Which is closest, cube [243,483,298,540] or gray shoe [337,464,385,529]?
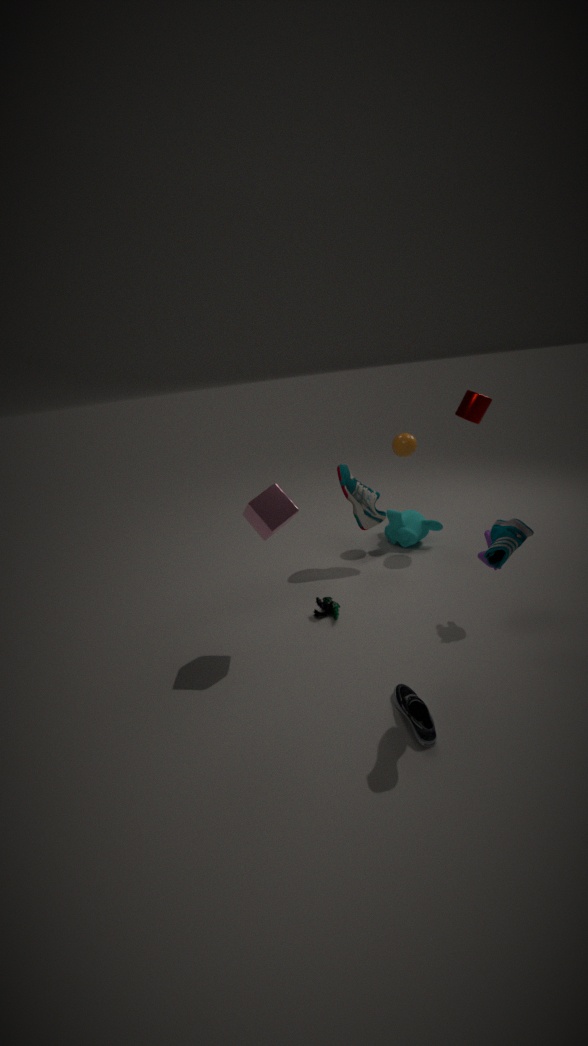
cube [243,483,298,540]
